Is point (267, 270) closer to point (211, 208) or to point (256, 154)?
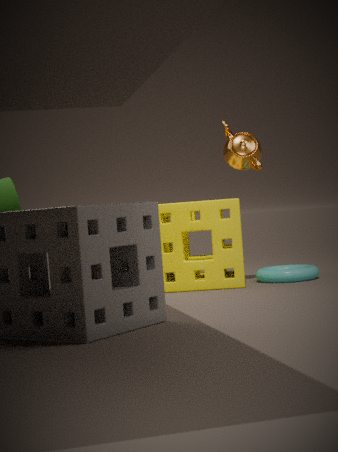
point (211, 208)
